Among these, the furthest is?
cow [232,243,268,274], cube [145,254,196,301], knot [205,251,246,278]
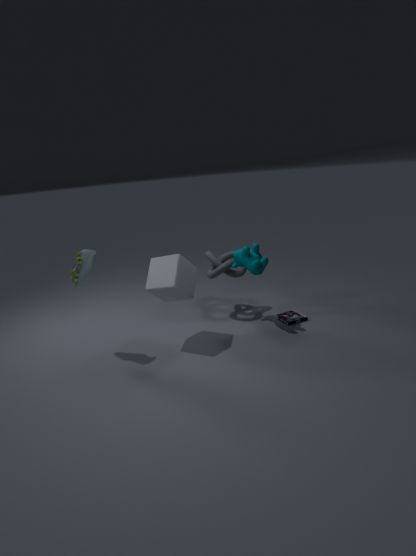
knot [205,251,246,278]
